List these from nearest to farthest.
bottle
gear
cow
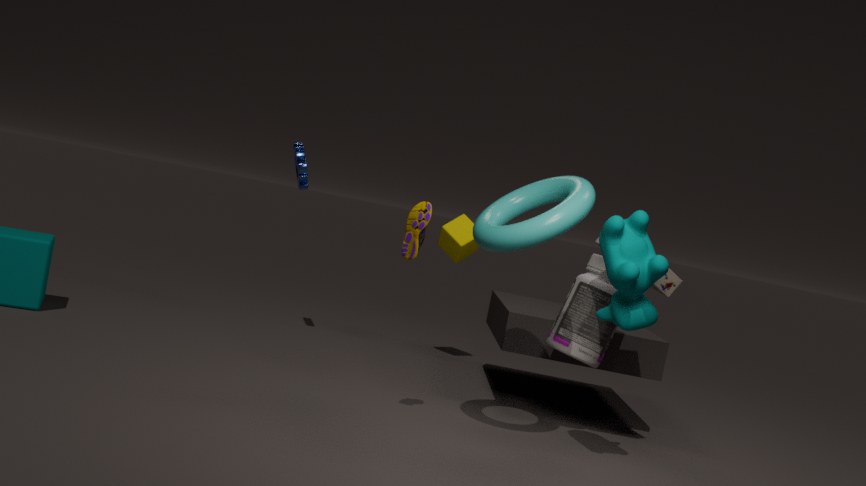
cow → bottle → gear
